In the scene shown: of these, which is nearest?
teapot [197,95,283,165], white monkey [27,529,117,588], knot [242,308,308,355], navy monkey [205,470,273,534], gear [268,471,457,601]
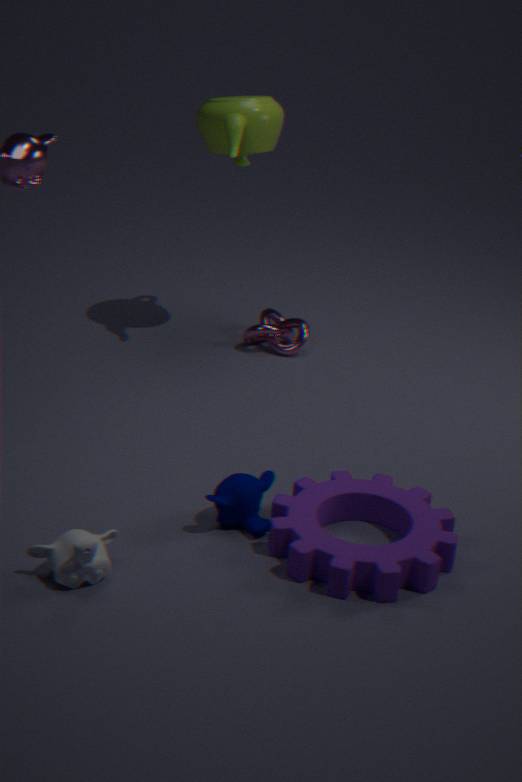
white monkey [27,529,117,588]
